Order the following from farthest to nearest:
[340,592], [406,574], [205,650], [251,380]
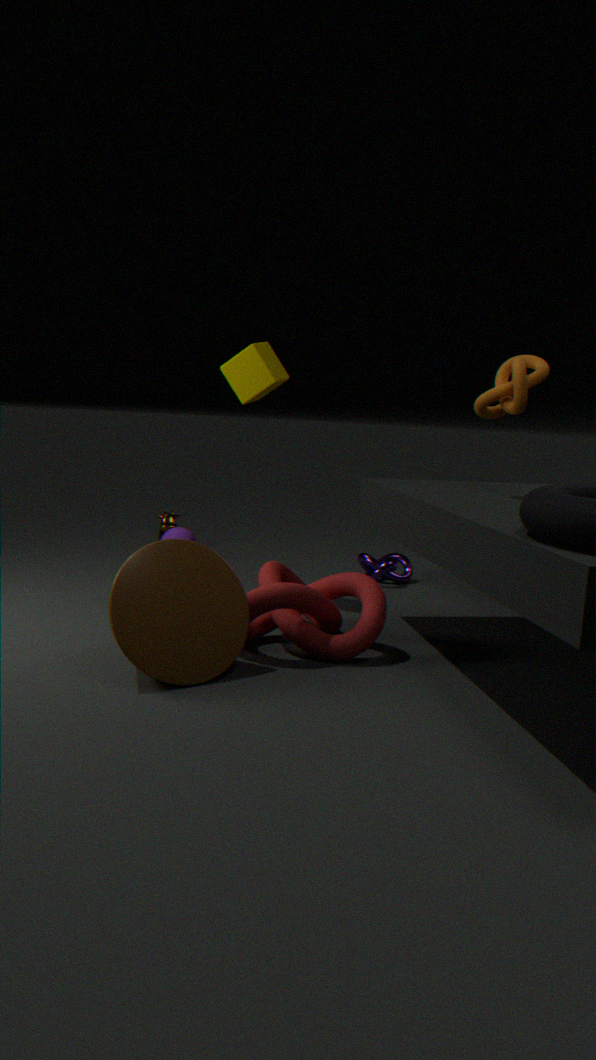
[406,574], [251,380], [340,592], [205,650]
